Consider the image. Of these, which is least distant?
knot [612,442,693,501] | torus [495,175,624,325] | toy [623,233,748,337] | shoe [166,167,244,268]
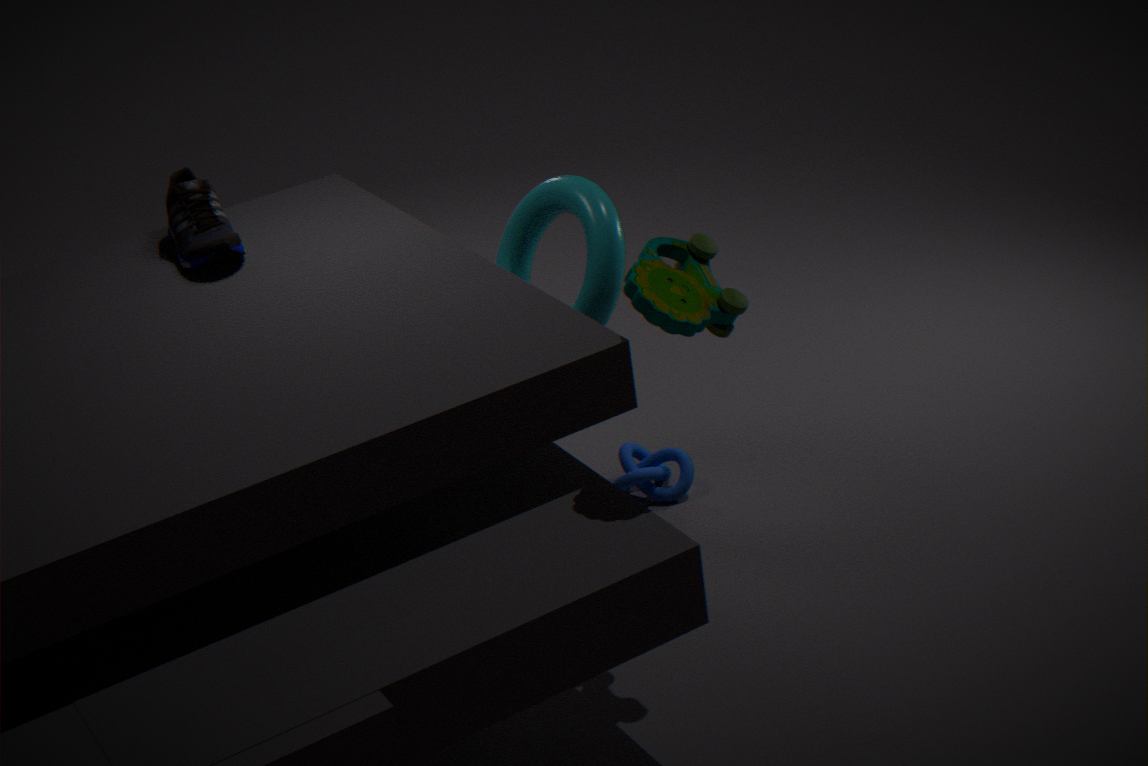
toy [623,233,748,337]
